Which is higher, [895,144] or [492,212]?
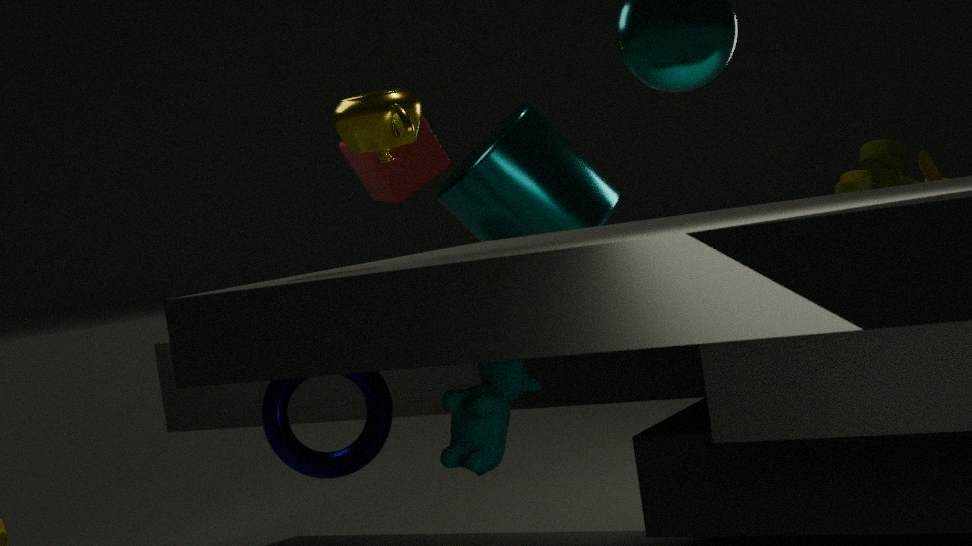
[492,212]
